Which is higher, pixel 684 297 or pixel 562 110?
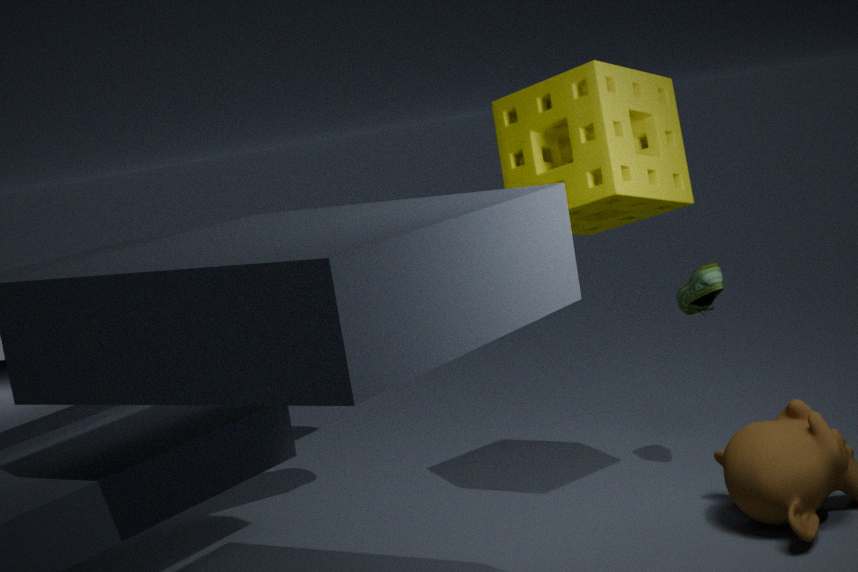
pixel 562 110
